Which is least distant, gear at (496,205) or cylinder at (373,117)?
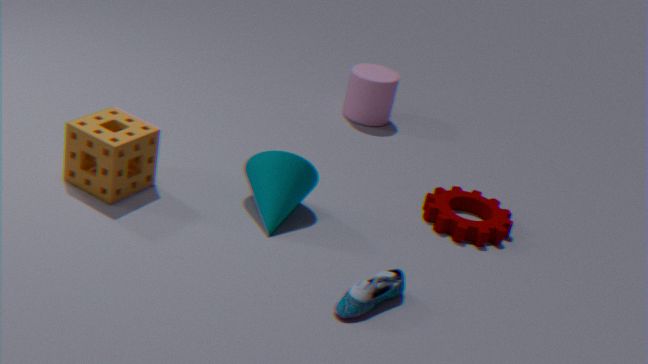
gear at (496,205)
